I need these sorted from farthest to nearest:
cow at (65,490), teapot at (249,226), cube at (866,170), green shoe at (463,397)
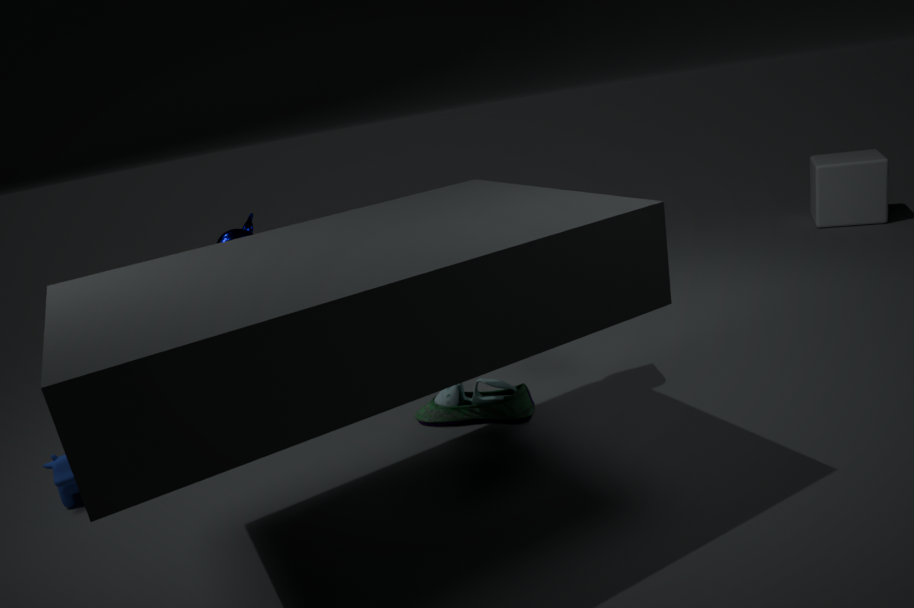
cube at (866,170)
teapot at (249,226)
green shoe at (463,397)
cow at (65,490)
